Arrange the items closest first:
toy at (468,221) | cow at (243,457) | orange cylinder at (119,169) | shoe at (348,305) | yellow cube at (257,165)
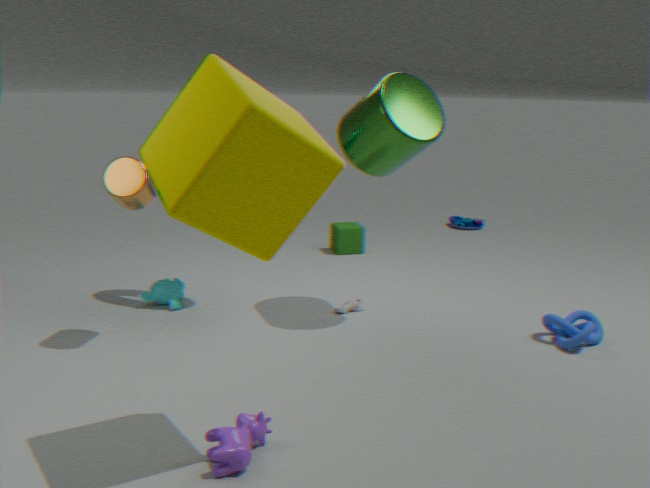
yellow cube at (257,165) < cow at (243,457) < orange cylinder at (119,169) < shoe at (348,305) < toy at (468,221)
